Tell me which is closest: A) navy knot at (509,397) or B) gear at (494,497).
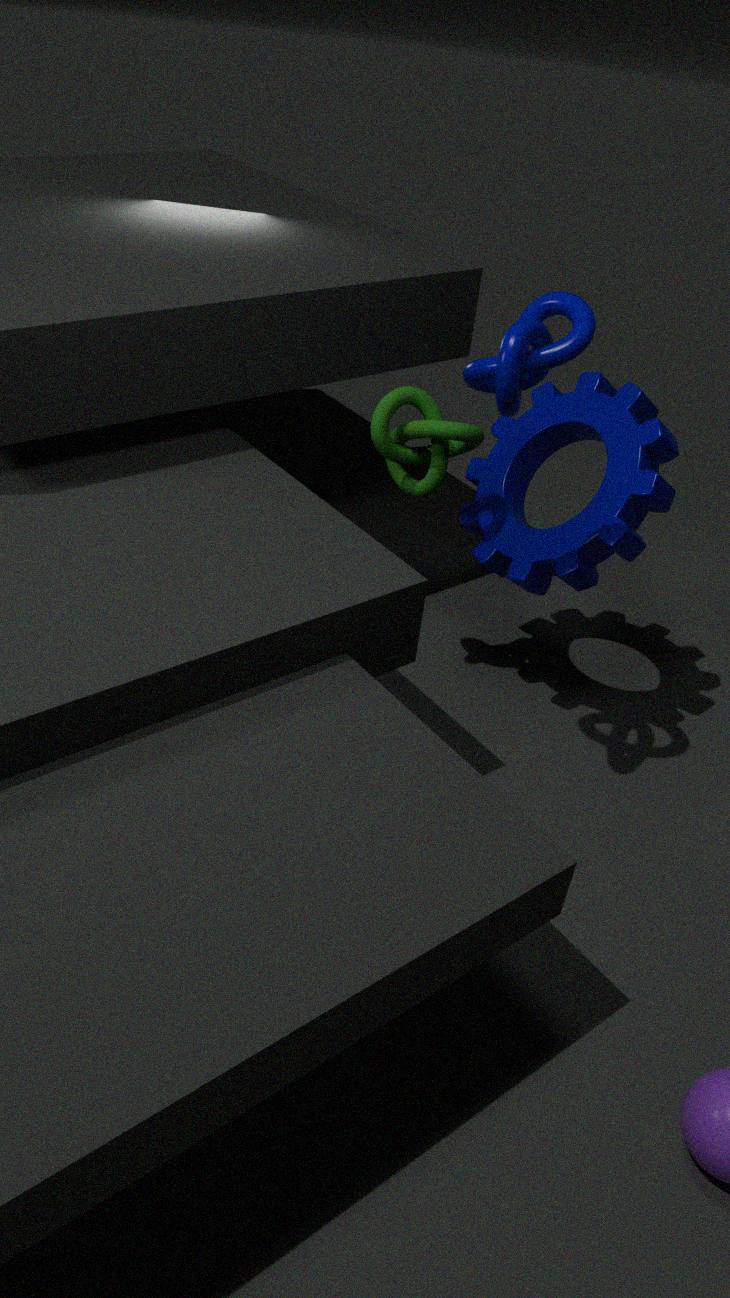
A. navy knot at (509,397)
